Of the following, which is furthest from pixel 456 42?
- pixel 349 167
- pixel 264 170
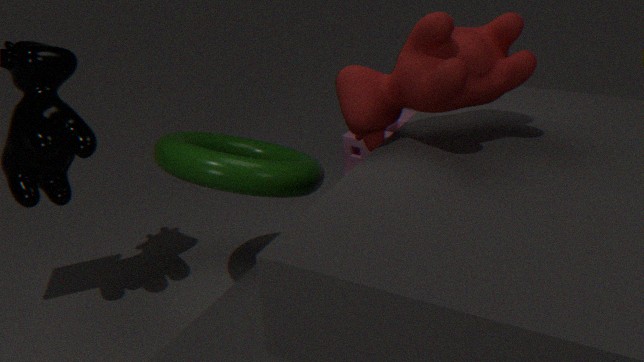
pixel 349 167
